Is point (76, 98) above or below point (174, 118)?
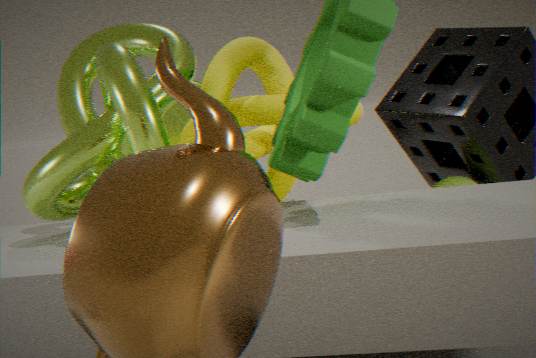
above
